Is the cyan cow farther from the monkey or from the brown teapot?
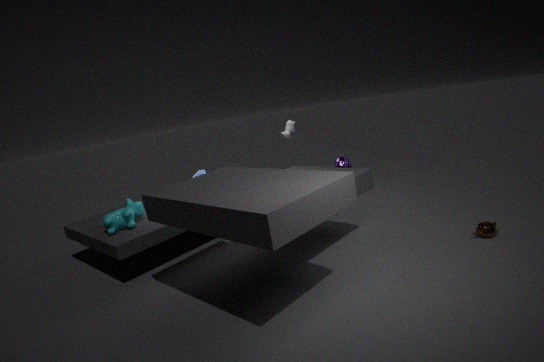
the brown teapot
